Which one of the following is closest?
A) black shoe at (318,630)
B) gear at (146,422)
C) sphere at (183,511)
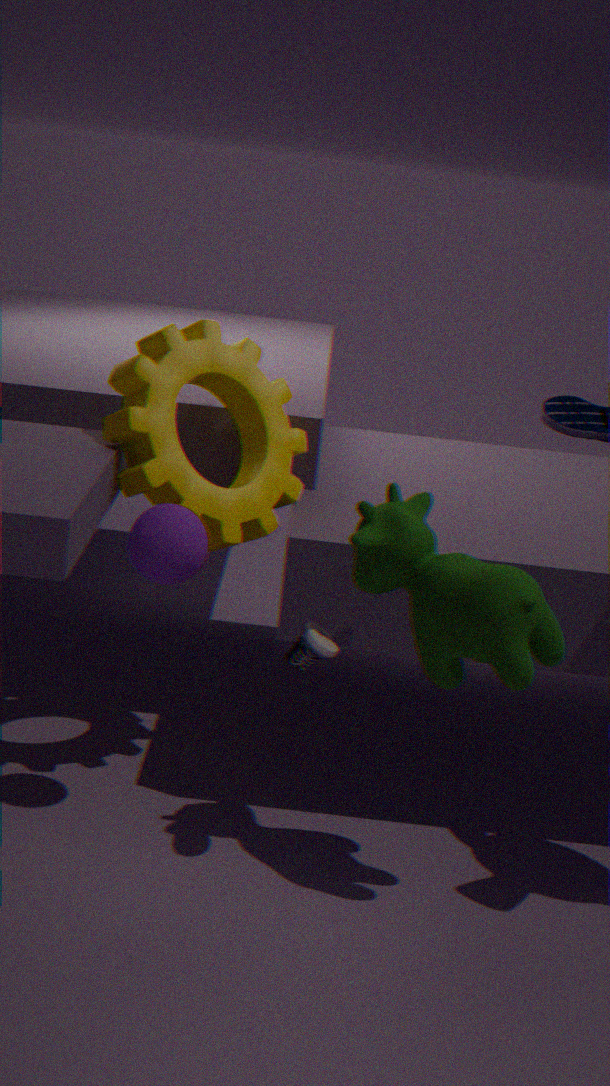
black shoe at (318,630)
